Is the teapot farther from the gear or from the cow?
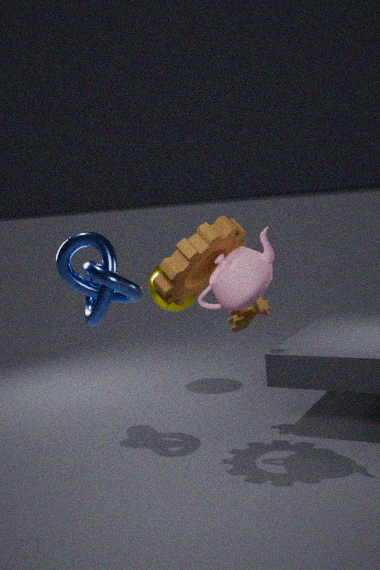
the cow
